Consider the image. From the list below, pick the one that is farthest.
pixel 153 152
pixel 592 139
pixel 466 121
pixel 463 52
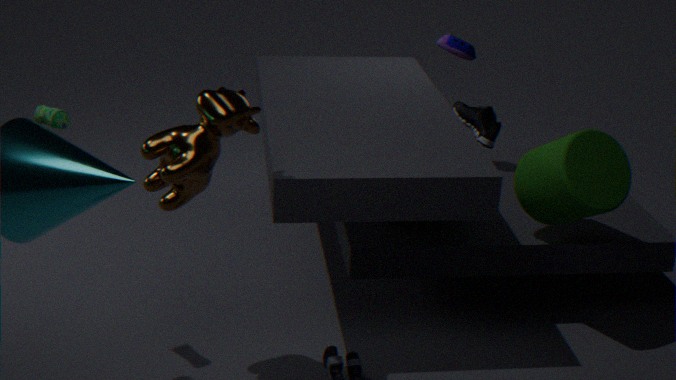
pixel 466 121
